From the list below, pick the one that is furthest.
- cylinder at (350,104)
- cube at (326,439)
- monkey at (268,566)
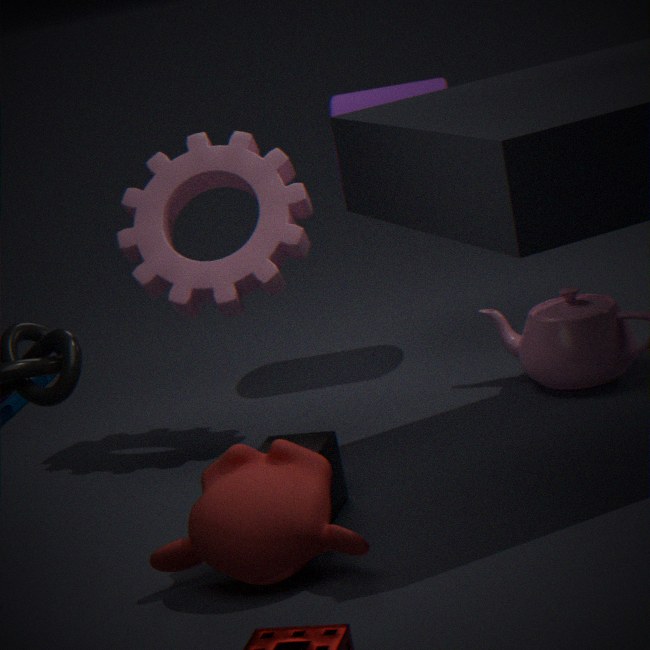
cylinder at (350,104)
